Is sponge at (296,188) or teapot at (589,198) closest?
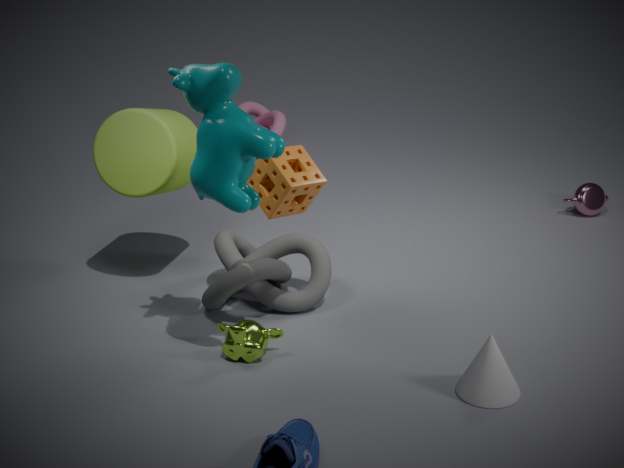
sponge at (296,188)
